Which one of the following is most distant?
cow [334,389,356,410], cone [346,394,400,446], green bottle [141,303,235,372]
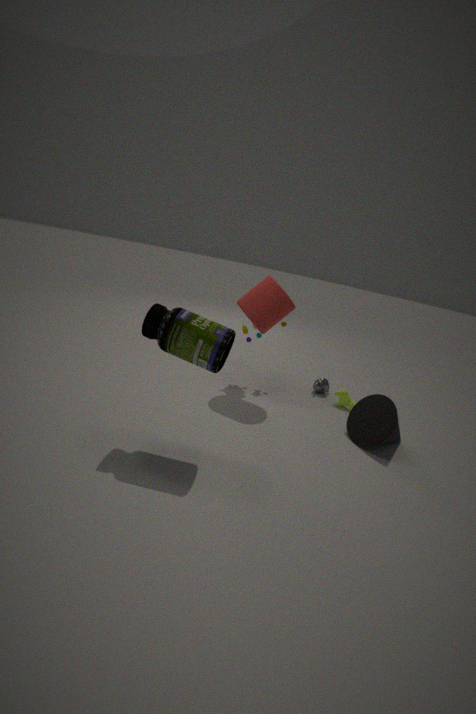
cow [334,389,356,410]
